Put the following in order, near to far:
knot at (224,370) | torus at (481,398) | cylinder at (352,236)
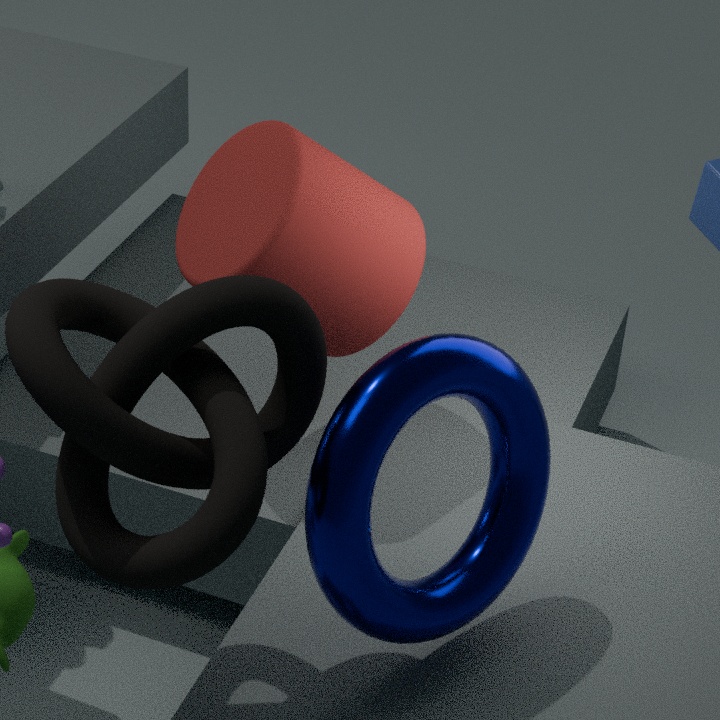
1. knot at (224,370)
2. torus at (481,398)
3. cylinder at (352,236)
